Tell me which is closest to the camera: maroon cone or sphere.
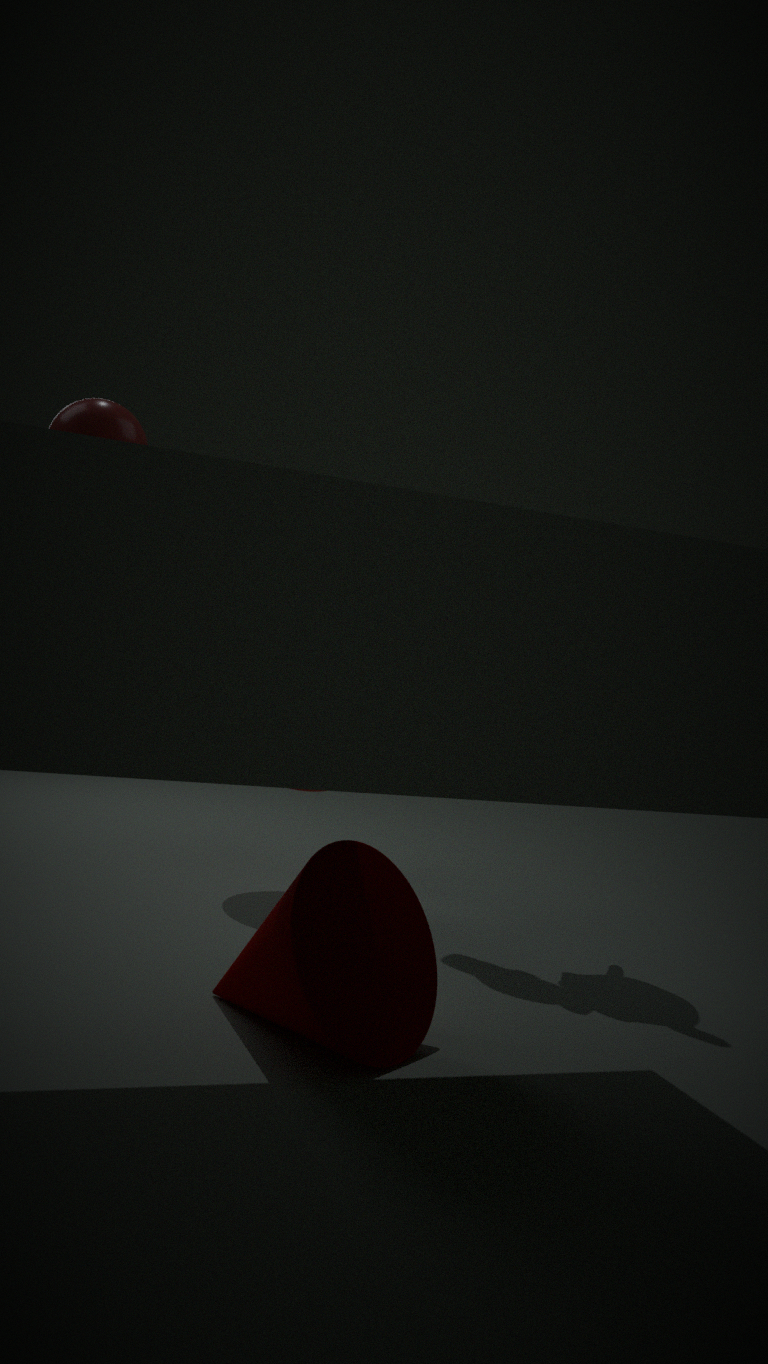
sphere
